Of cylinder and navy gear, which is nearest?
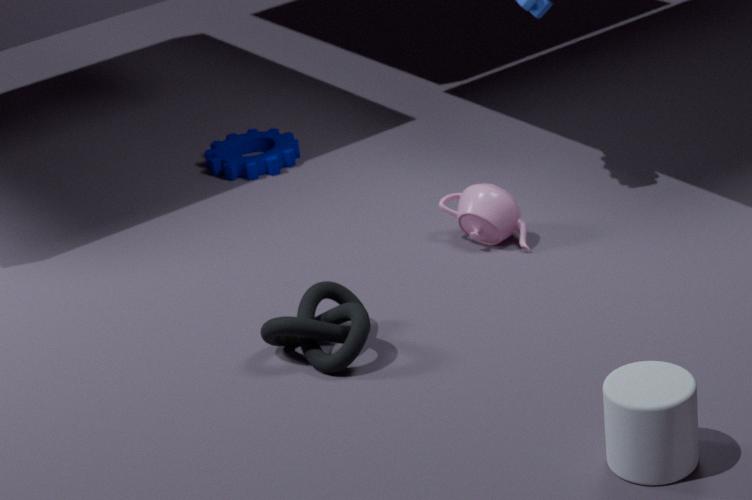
cylinder
